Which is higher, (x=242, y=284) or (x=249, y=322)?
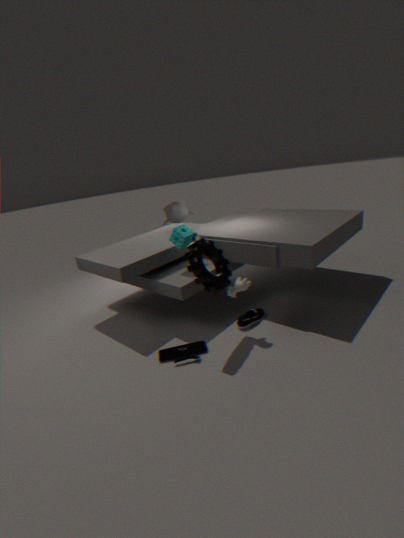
(x=242, y=284)
